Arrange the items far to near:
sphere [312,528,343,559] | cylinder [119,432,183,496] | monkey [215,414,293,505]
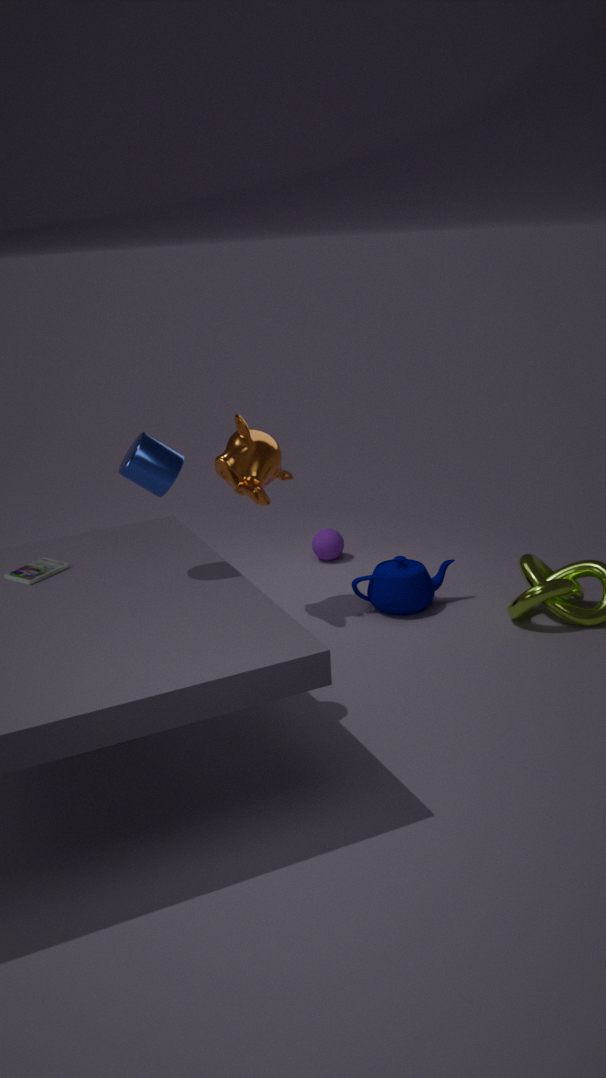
sphere [312,528,343,559], monkey [215,414,293,505], cylinder [119,432,183,496]
